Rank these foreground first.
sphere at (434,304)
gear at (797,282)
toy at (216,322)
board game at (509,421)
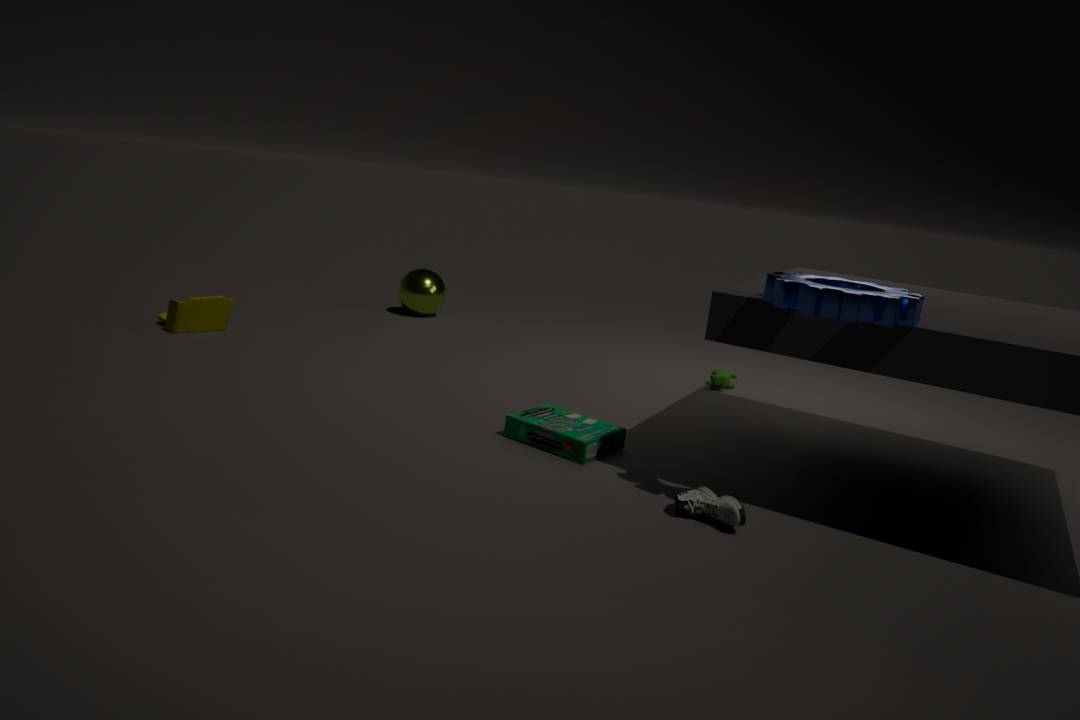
gear at (797,282)
board game at (509,421)
toy at (216,322)
sphere at (434,304)
